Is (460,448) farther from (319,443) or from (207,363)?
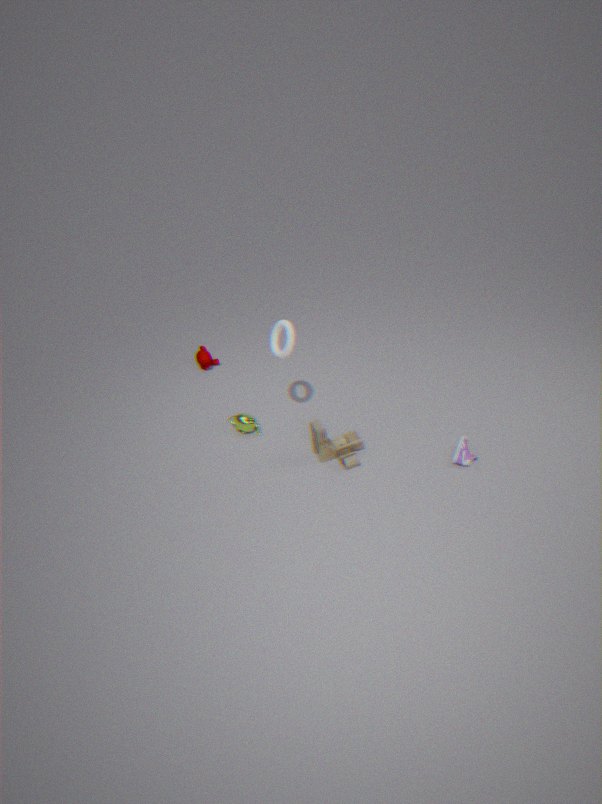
(207,363)
